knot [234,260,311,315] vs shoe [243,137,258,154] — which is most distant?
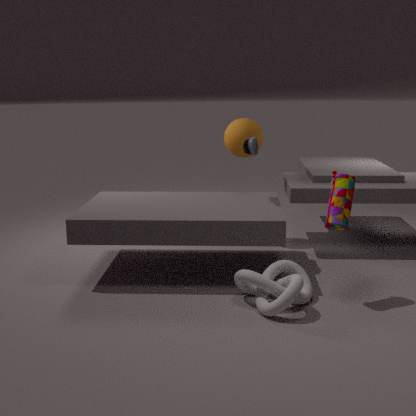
shoe [243,137,258,154]
